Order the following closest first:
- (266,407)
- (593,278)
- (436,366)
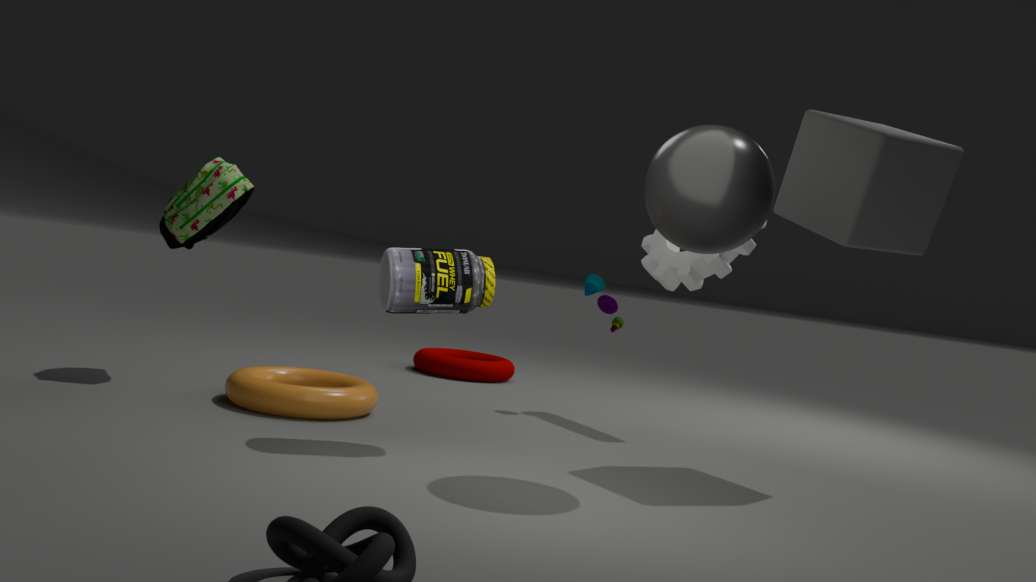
1. (266,407)
2. (593,278)
3. (436,366)
